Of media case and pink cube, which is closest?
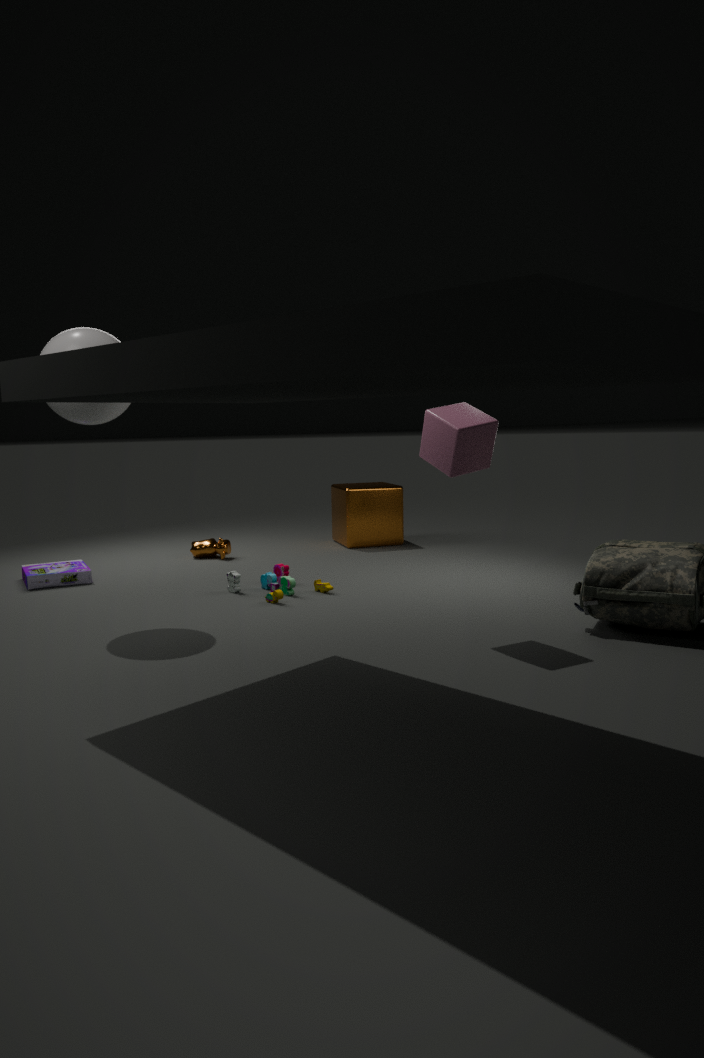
pink cube
